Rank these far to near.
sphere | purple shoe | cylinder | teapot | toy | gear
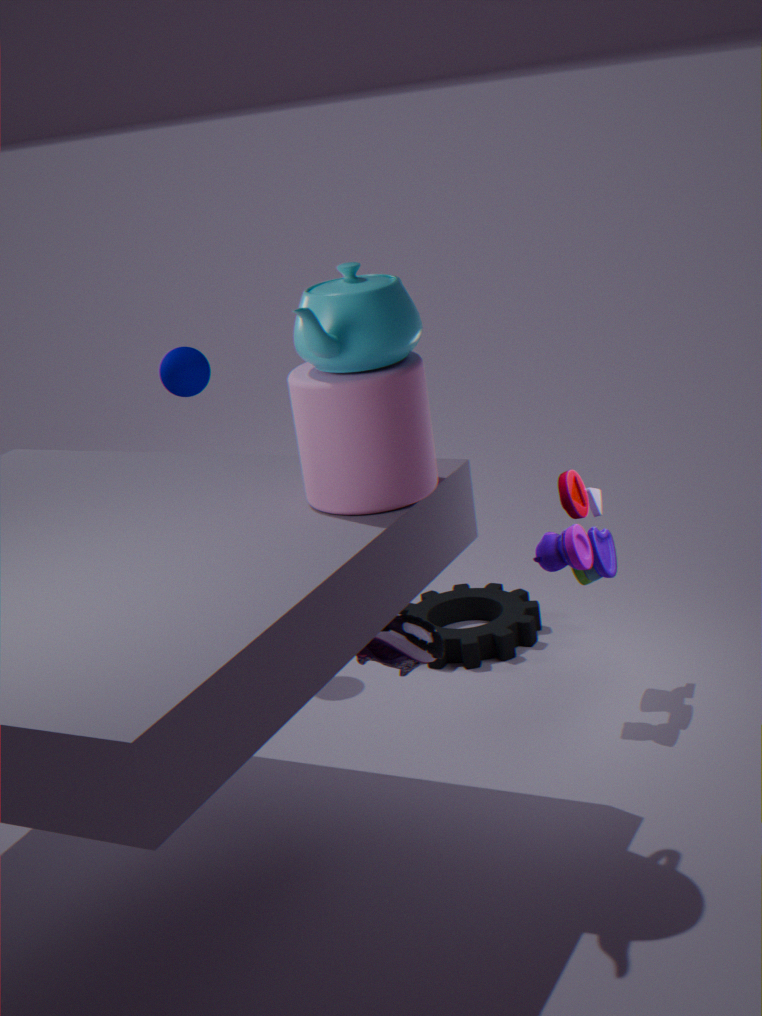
gear < sphere < toy < purple shoe < cylinder < teapot
